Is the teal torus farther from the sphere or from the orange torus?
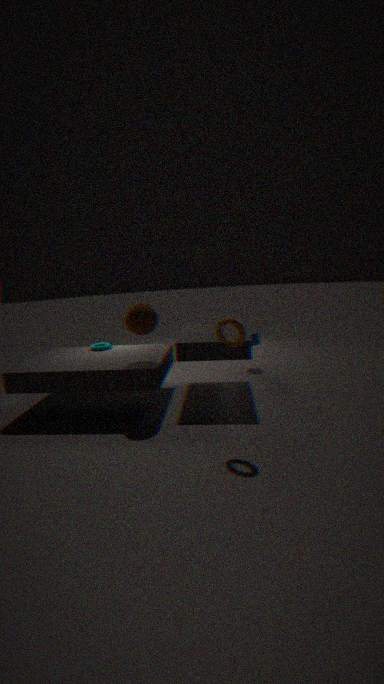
the orange torus
